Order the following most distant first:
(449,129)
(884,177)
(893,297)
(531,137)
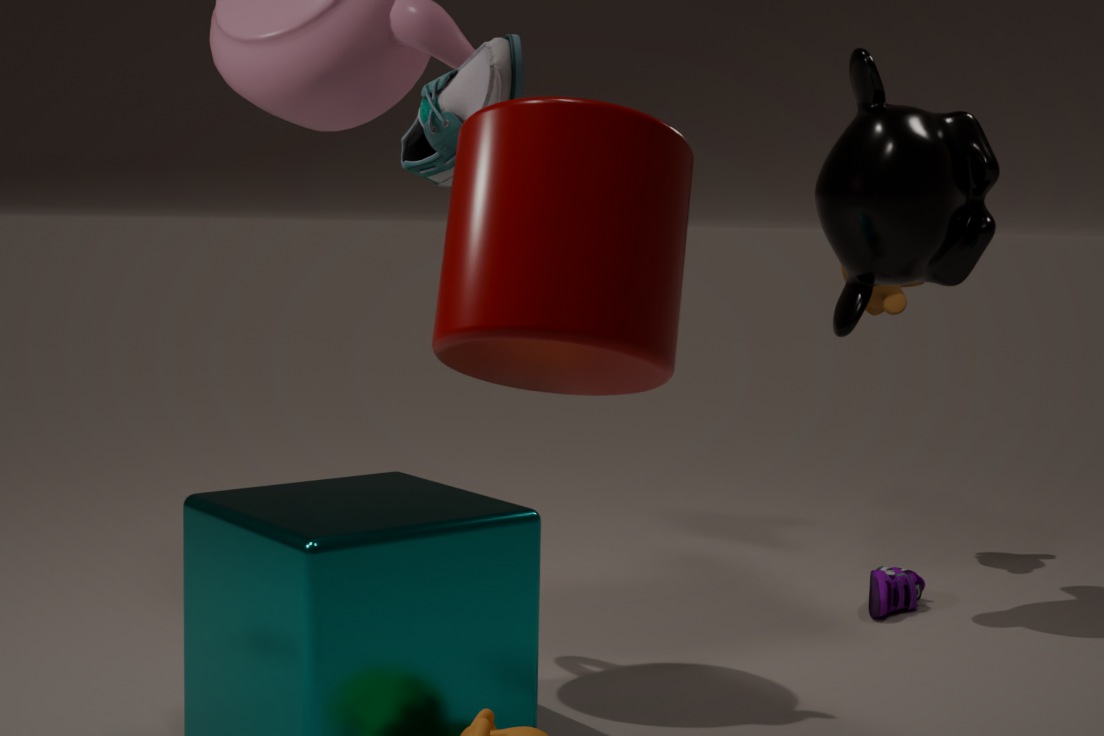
(893,297), (884,177), (449,129), (531,137)
